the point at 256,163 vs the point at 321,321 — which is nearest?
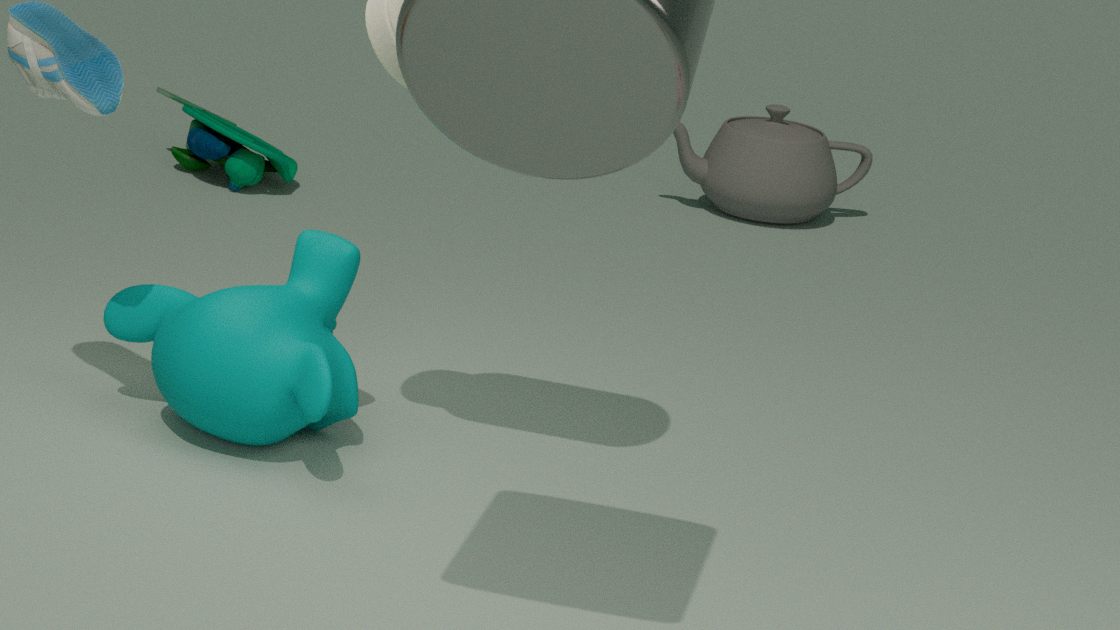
the point at 321,321
